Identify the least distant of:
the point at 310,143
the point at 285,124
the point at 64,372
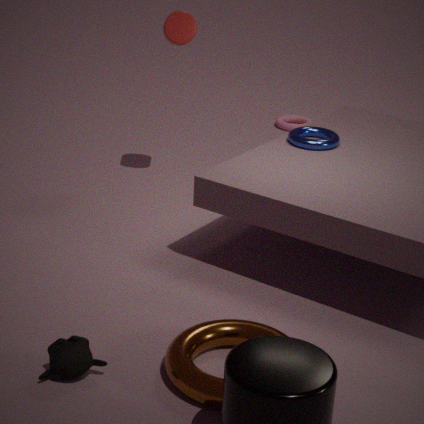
the point at 64,372
